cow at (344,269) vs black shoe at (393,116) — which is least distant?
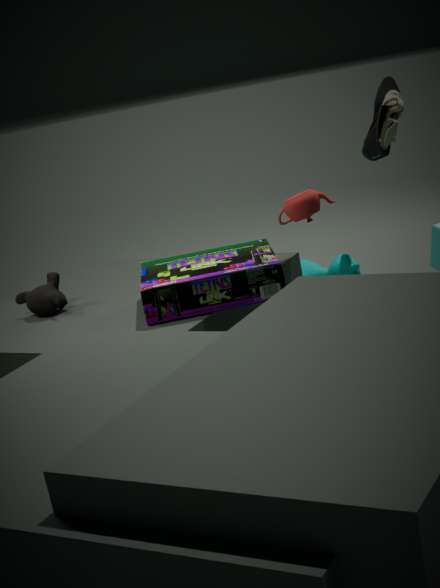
black shoe at (393,116)
